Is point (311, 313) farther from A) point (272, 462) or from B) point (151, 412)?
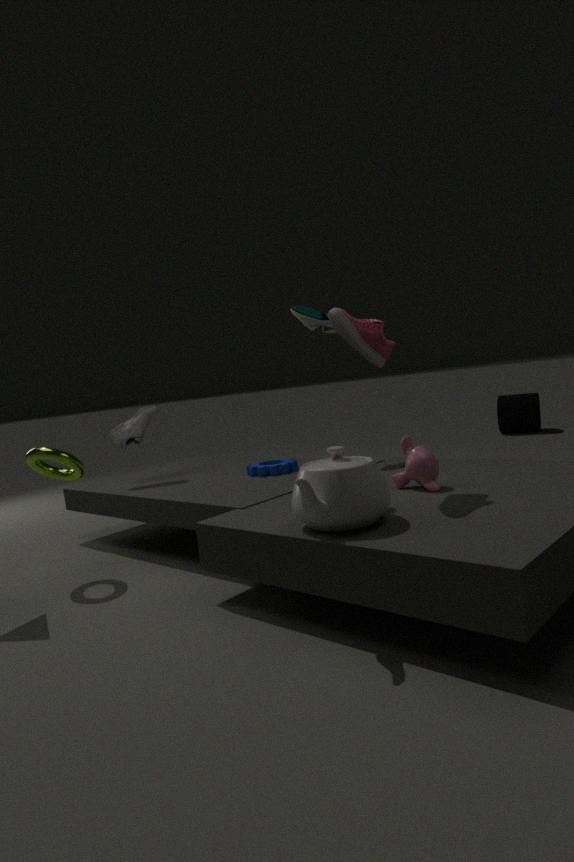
B) point (151, 412)
